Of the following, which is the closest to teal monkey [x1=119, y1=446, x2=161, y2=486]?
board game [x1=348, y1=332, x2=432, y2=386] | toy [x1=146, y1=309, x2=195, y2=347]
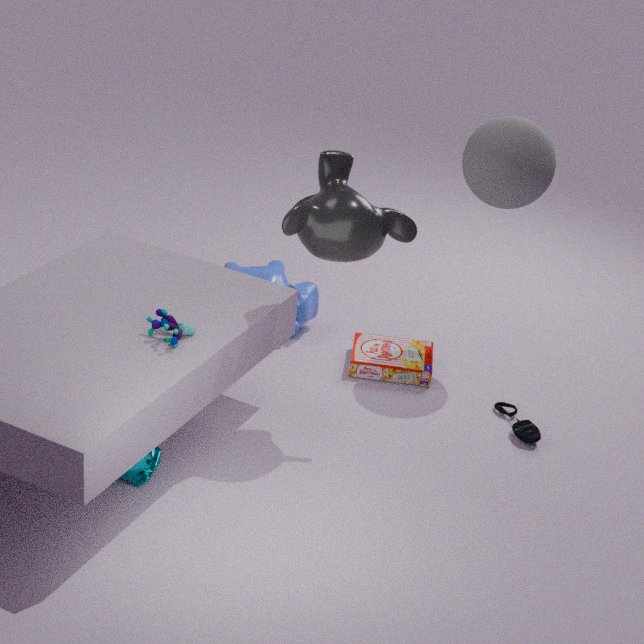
toy [x1=146, y1=309, x2=195, y2=347]
